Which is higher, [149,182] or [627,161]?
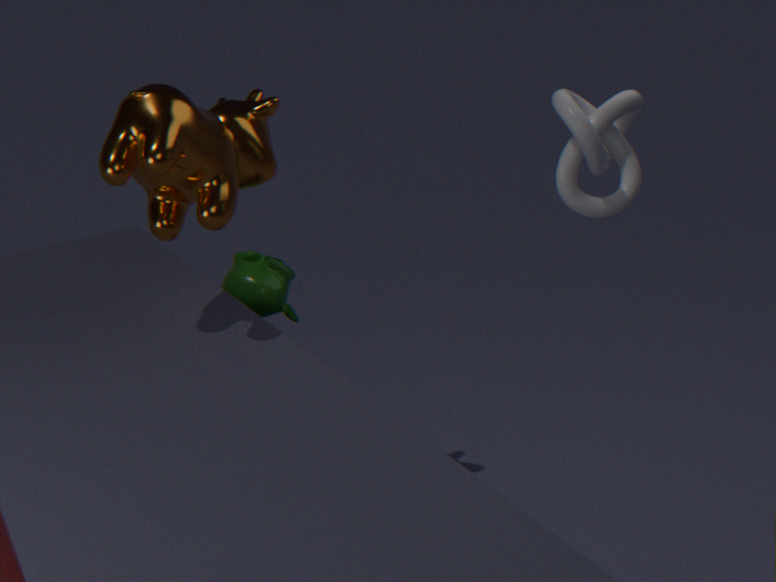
[627,161]
